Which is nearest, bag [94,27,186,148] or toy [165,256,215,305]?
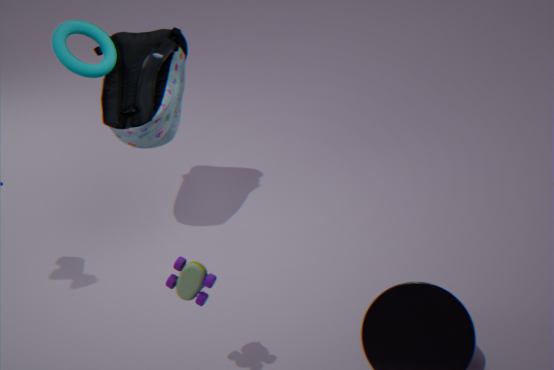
toy [165,256,215,305]
